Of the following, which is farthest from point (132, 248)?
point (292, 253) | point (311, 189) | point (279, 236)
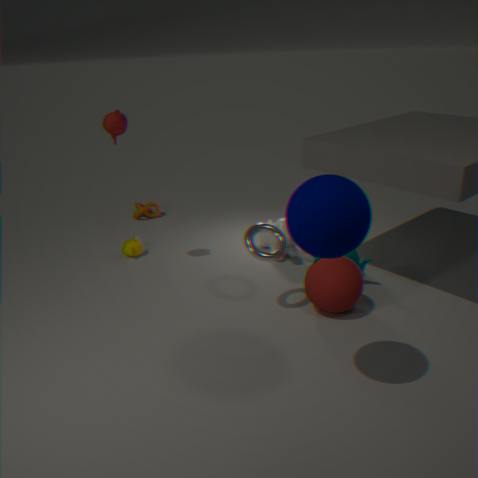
point (311, 189)
